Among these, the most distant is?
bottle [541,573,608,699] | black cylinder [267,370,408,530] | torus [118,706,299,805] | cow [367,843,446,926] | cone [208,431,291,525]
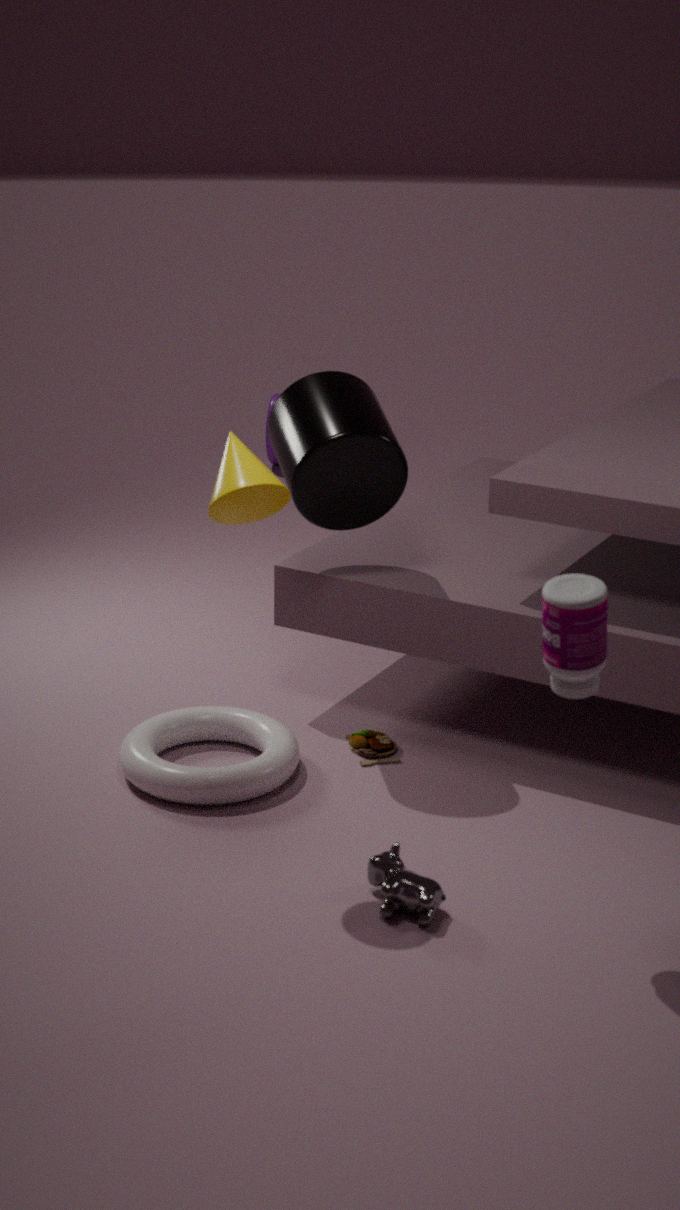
black cylinder [267,370,408,530]
